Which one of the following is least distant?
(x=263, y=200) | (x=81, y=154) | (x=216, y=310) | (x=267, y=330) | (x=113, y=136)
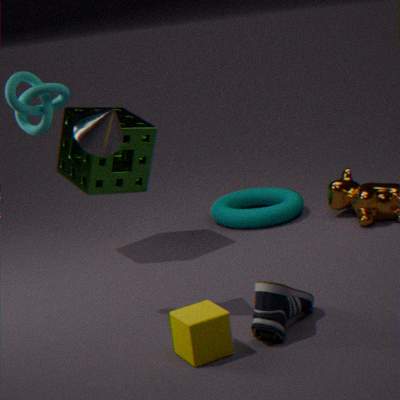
(x=216, y=310)
